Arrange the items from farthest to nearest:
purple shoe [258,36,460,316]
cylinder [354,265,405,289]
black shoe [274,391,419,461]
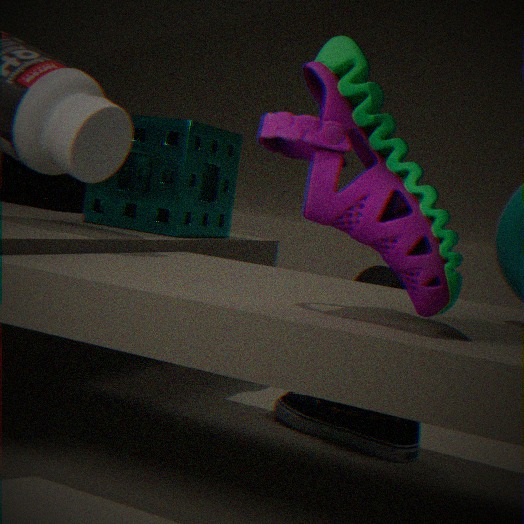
cylinder [354,265,405,289]
black shoe [274,391,419,461]
purple shoe [258,36,460,316]
